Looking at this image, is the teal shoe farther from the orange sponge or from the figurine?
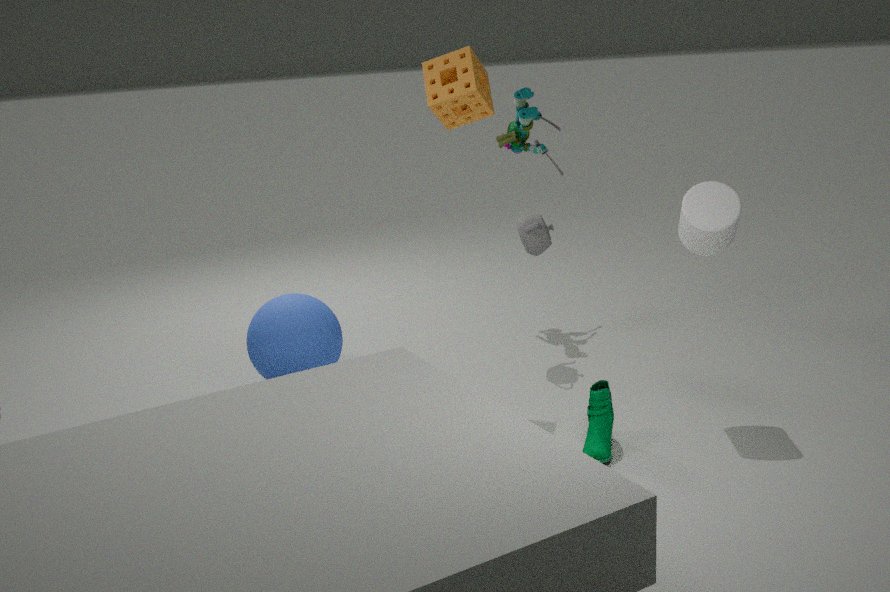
the figurine
